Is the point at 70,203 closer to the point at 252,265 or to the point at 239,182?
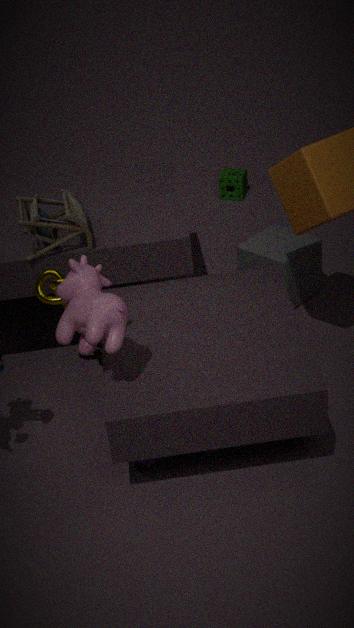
the point at 252,265
